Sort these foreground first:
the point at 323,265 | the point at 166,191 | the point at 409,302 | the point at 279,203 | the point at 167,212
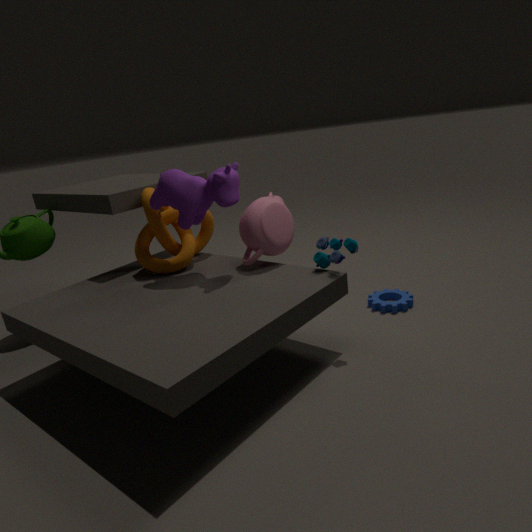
the point at 323,265 → the point at 166,191 → the point at 279,203 → the point at 167,212 → the point at 409,302
